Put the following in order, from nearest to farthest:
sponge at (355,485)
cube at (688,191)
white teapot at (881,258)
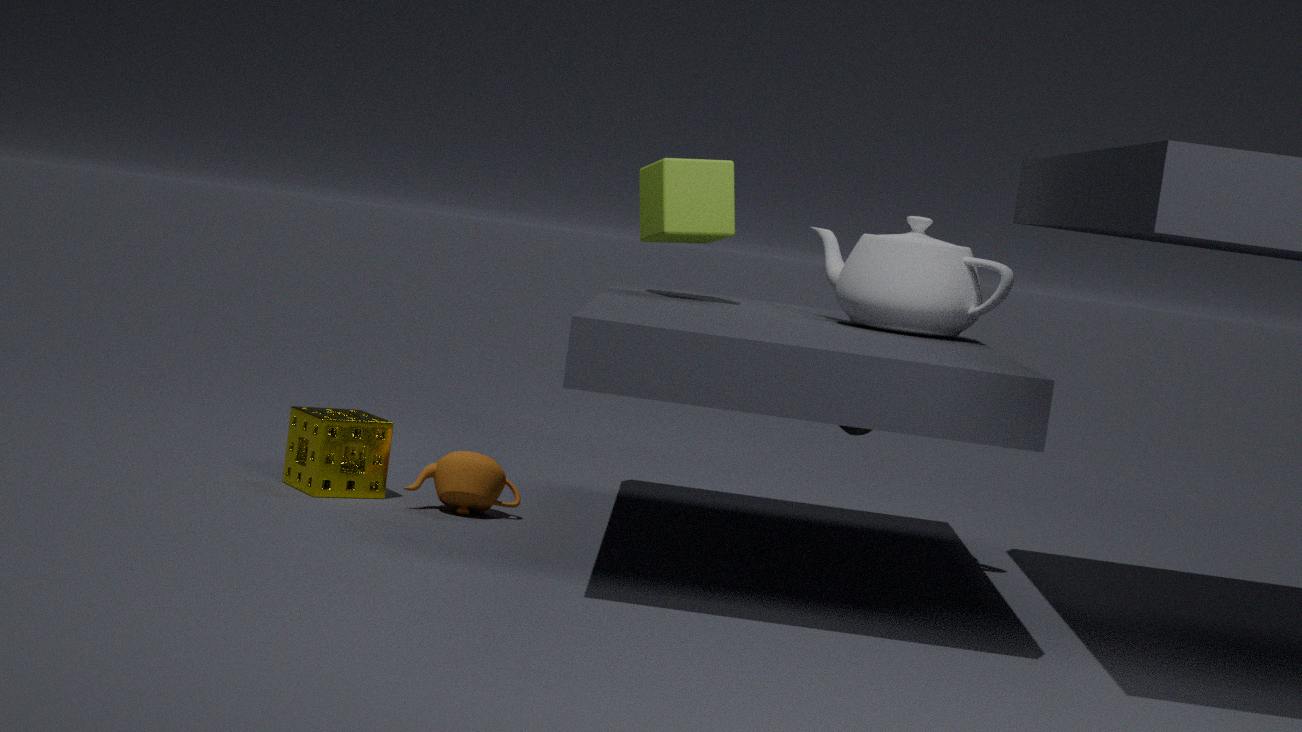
white teapot at (881,258) < sponge at (355,485) < cube at (688,191)
